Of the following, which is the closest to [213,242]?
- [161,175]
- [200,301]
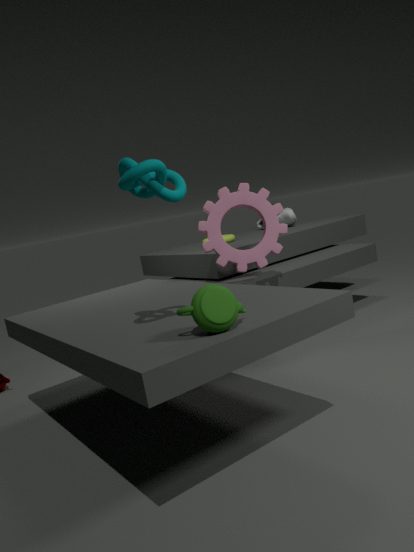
[161,175]
